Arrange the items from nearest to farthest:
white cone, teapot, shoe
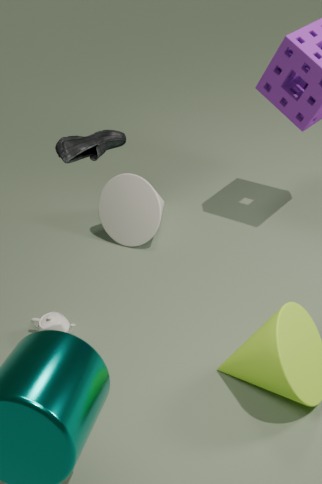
shoe, teapot, white cone
